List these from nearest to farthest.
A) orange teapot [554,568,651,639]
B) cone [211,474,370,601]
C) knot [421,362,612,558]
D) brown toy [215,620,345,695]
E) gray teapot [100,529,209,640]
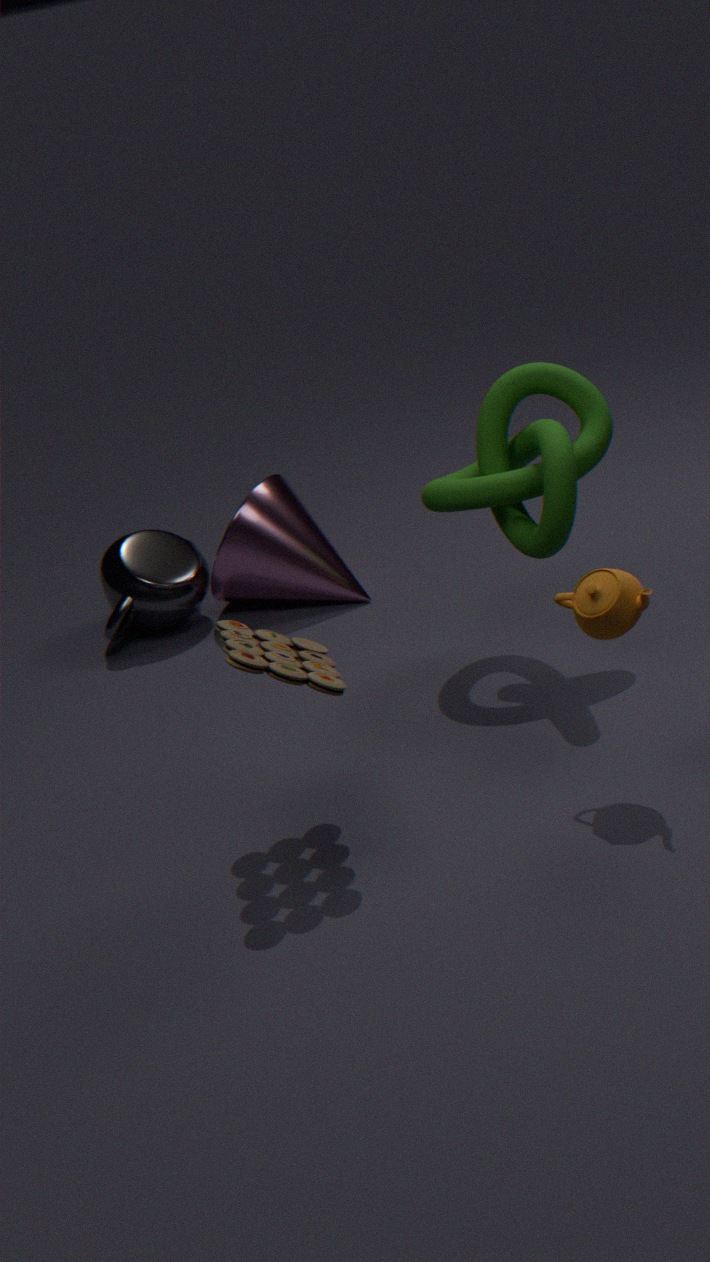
brown toy [215,620,345,695] < orange teapot [554,568,651,639] < knot [421,362,612,558] < cone [211,474,370,601] < gray teapot [100,529,209,640]
